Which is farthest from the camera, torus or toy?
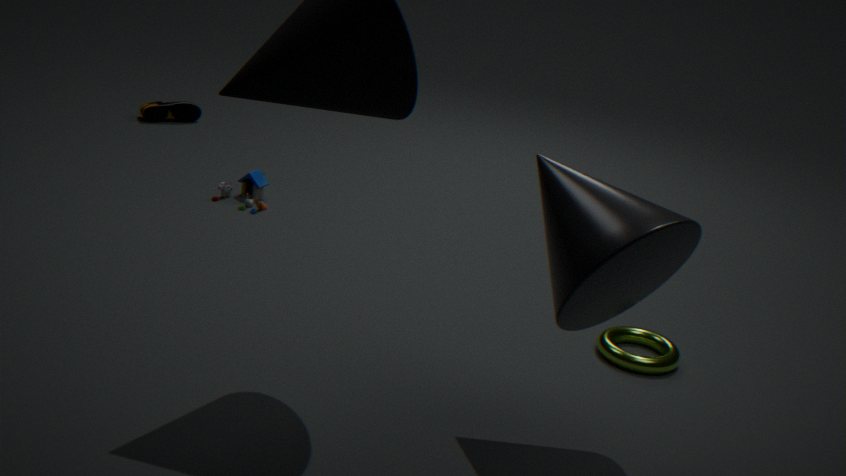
toy
